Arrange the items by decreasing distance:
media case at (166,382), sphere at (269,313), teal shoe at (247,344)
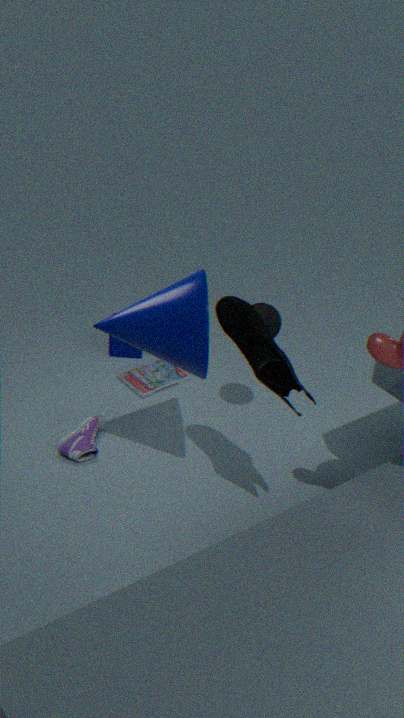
media case at (166,382)
sphere at (269,313)
teal shoe at (247,344)
